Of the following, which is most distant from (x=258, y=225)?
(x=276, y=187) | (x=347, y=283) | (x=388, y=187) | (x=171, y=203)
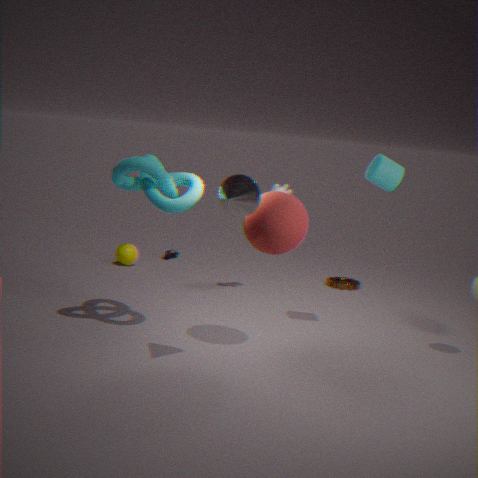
(x=347, y=283)
